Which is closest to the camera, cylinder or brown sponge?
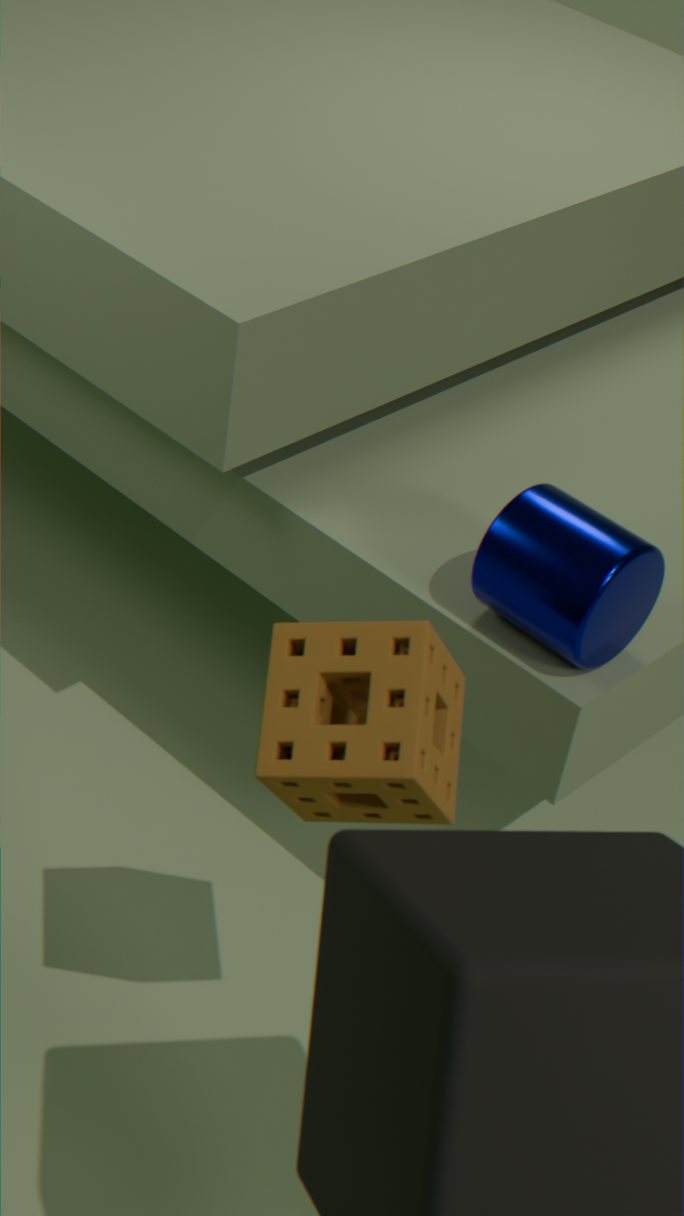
brown sponge
